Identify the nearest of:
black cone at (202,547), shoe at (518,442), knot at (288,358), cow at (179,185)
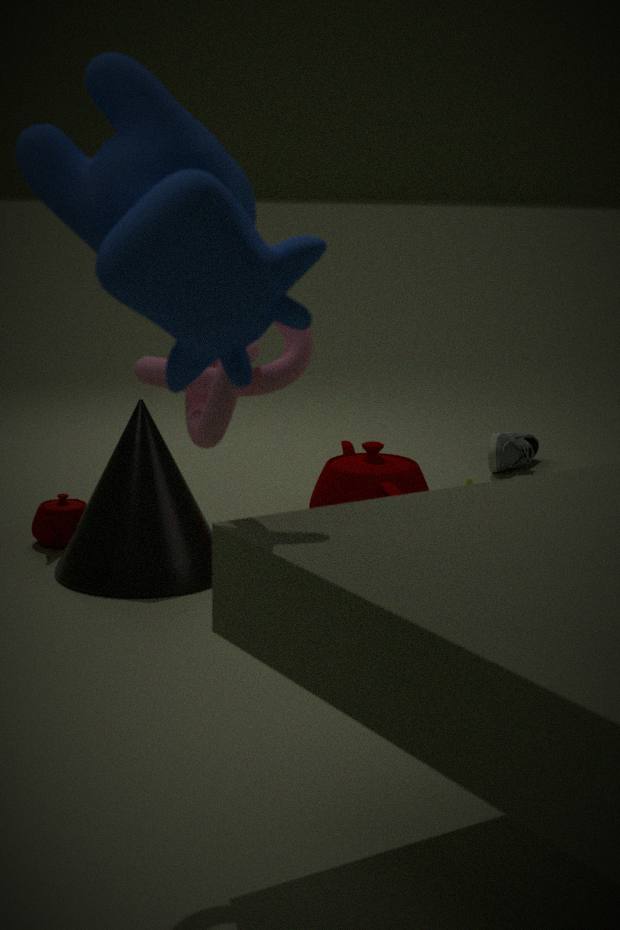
cow at (179,185)
